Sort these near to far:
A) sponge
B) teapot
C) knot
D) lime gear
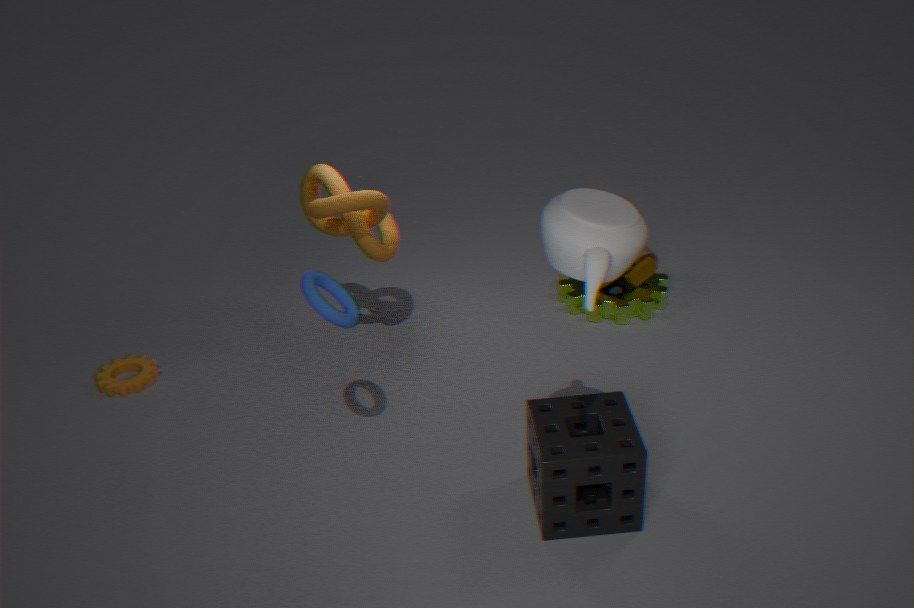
teapot < sponge < knot < lime gear
